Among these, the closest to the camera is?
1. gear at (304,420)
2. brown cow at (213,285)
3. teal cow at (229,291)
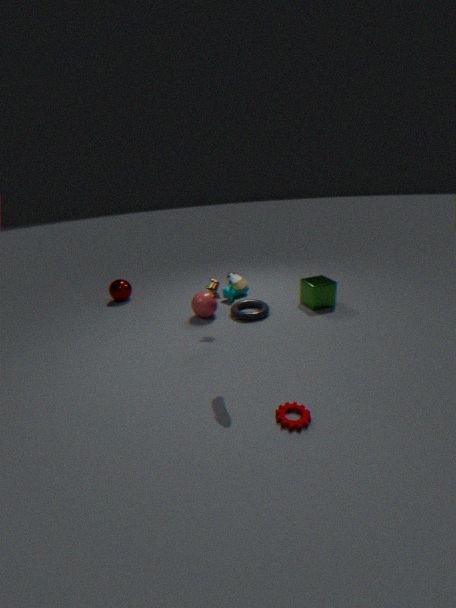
gear at (304,420)
